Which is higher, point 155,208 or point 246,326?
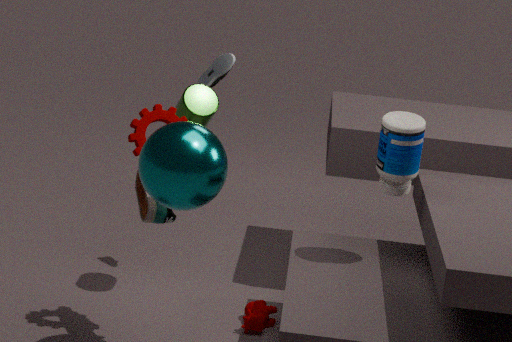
point 155,208
